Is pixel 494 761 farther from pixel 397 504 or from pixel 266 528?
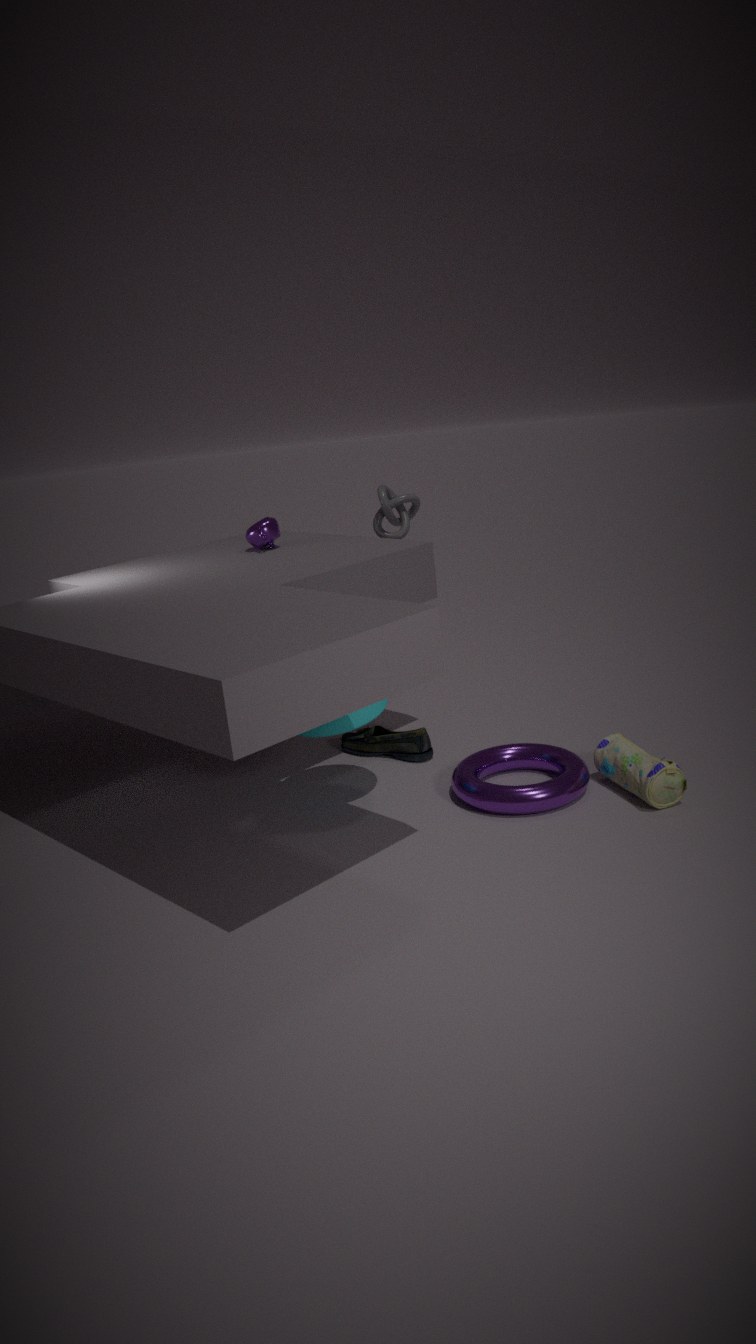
pixel 266 528
